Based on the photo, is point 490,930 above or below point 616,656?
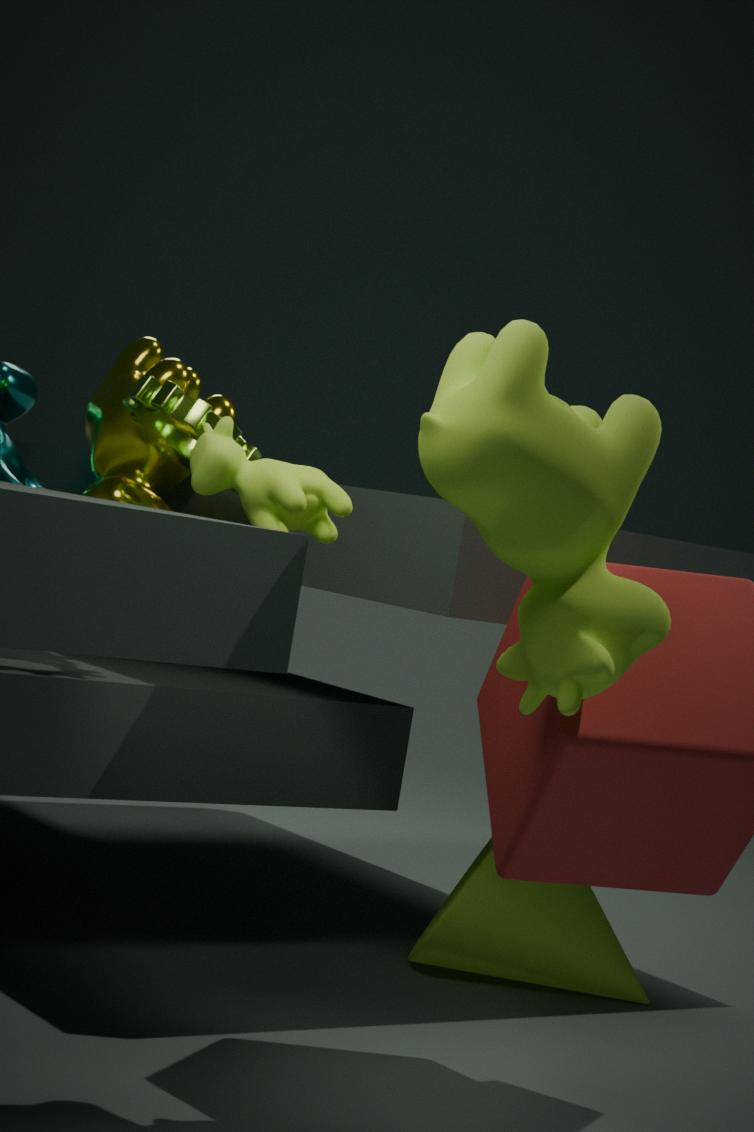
below
